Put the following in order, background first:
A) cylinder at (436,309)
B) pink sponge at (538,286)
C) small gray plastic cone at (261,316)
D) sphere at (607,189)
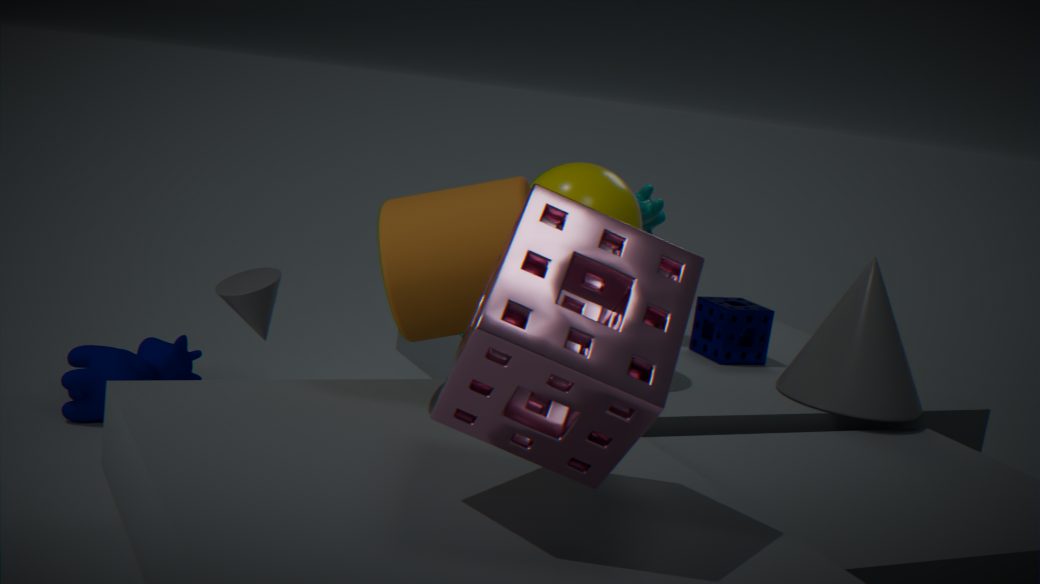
small gray plastic cone at (261,316), sphere at (607,189), cylinder at (436,309), pink sponge at (538,286)
